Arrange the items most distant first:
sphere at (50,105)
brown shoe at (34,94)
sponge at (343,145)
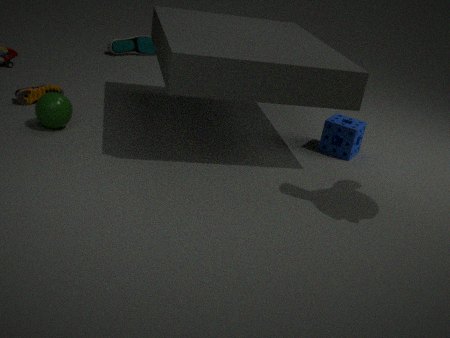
brown shoe at (34,94) → sponge at (343,145) → sphere at (50,105)
